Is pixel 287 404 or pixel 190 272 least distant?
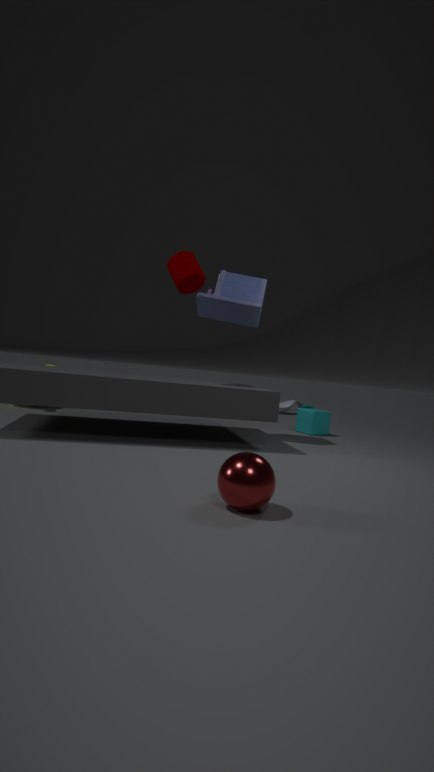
pixel 190 272
